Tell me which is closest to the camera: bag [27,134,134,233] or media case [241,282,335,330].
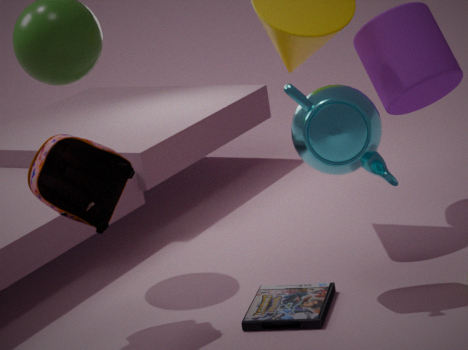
bag [27,134,134,233]
